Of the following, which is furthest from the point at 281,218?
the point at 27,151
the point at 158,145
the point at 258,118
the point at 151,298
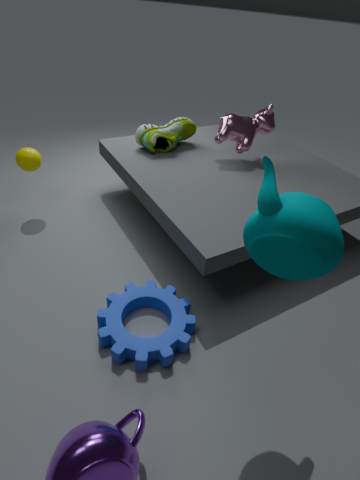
the point at 27,151
